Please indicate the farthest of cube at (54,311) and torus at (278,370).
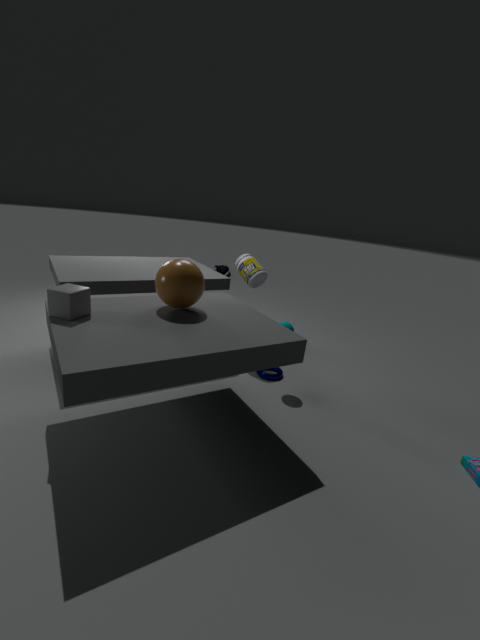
torus at (278,370)
